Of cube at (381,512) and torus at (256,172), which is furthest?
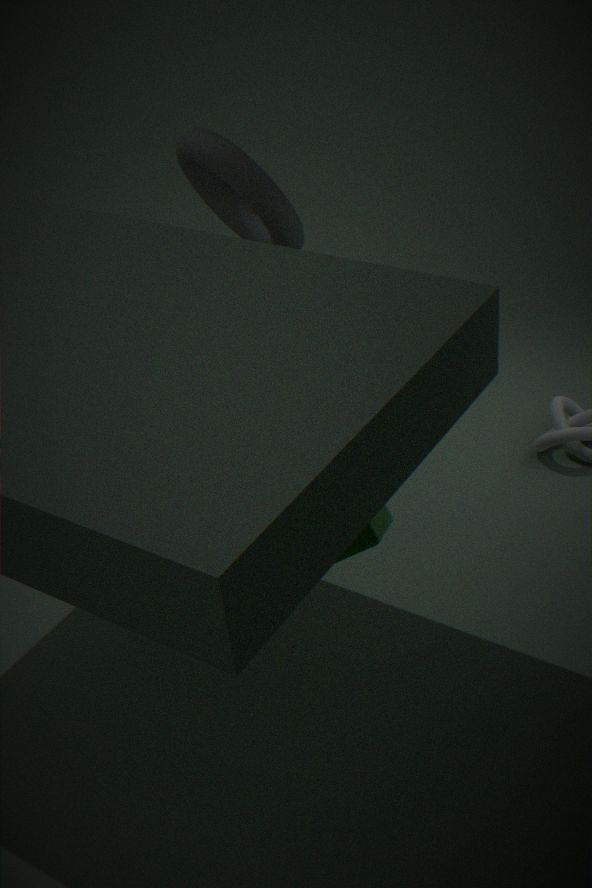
torus at (256,172)
